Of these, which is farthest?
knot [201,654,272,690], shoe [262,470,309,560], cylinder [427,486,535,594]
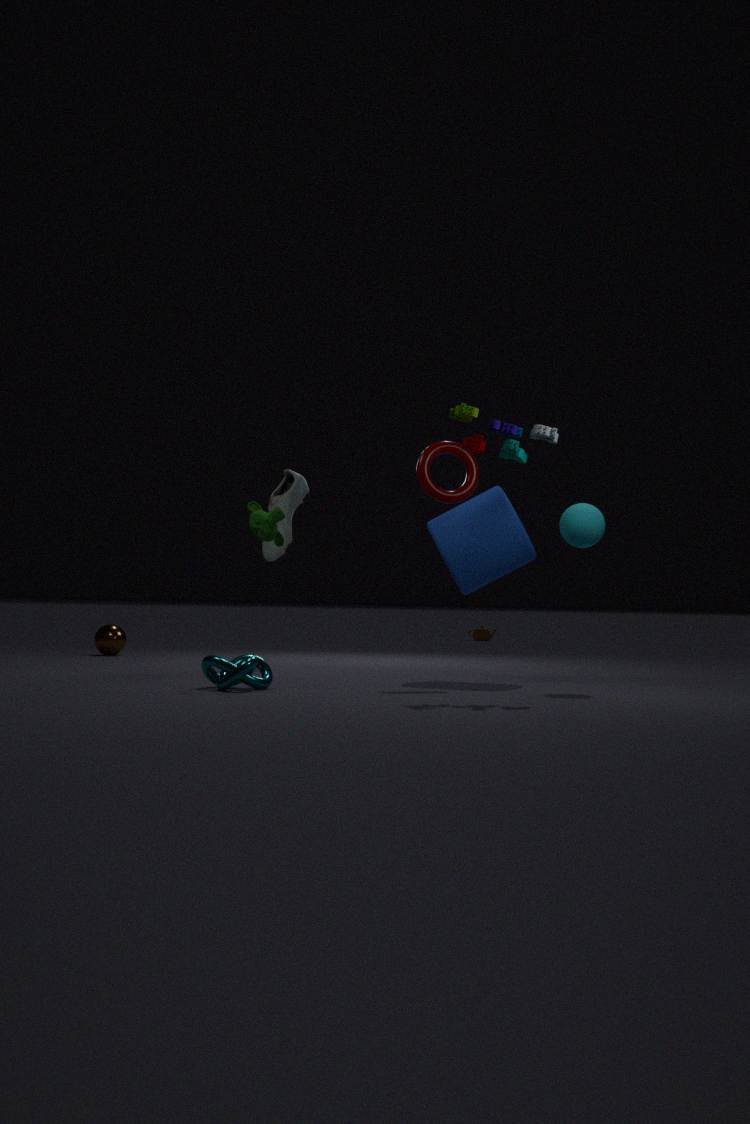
shoe [262,470,309,560]
